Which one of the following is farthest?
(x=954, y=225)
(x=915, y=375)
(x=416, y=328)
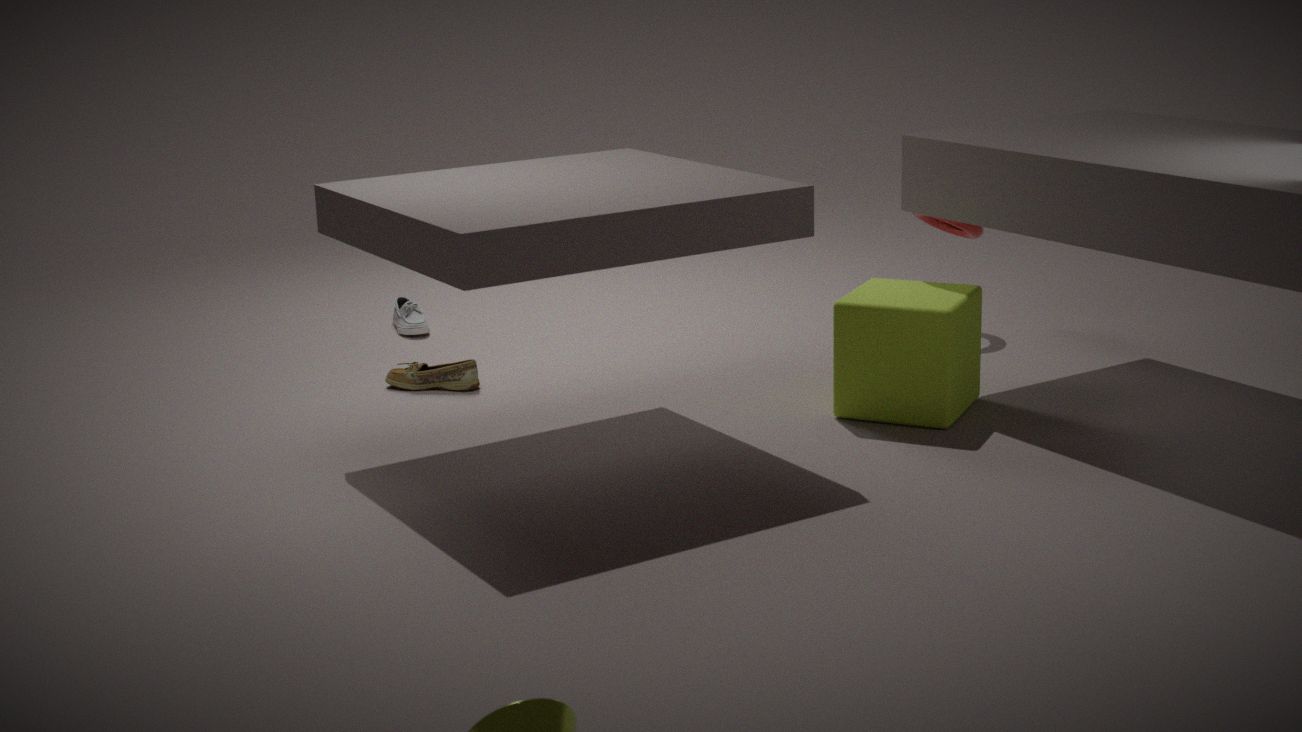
(x=416, y=328)
